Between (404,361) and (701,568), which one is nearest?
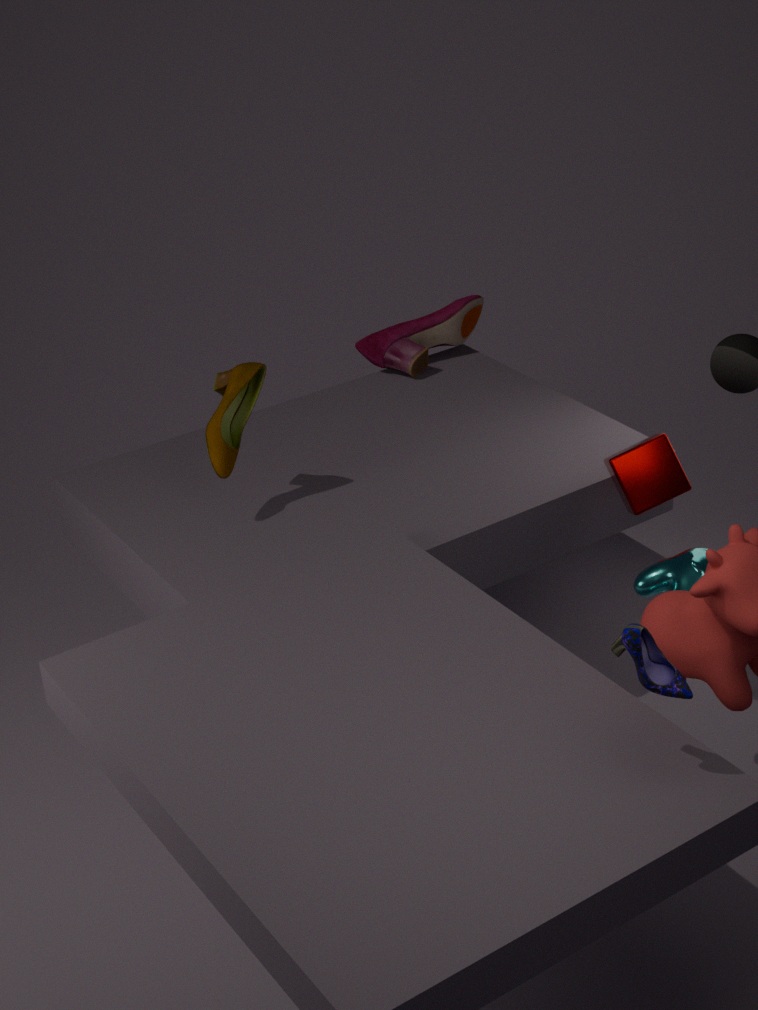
(701,568)
